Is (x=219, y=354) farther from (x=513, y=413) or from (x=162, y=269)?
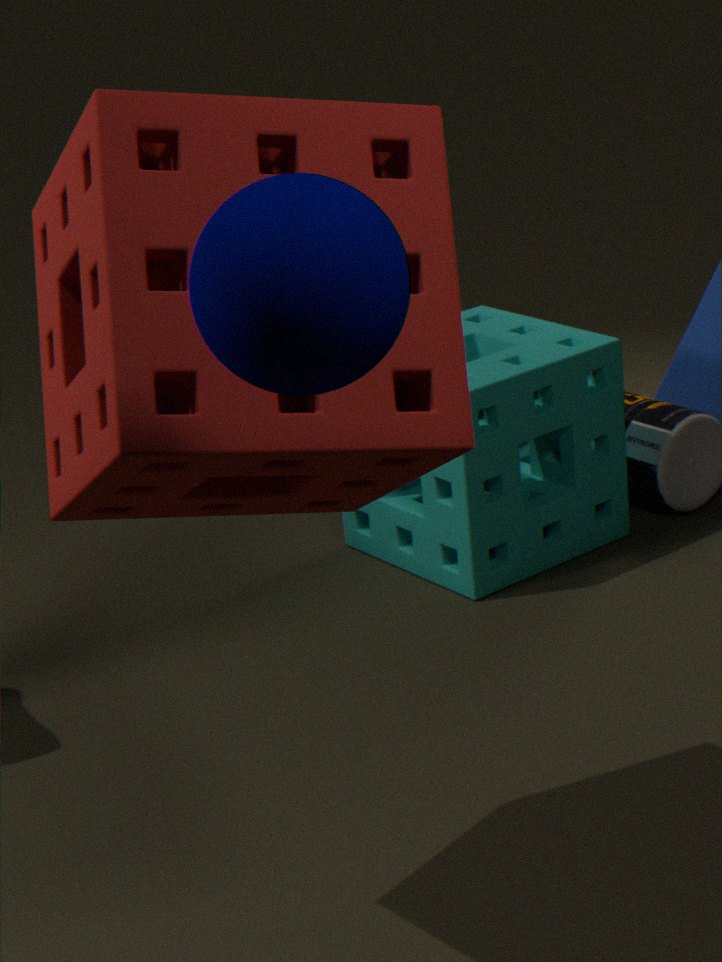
(x=513, y=413)
